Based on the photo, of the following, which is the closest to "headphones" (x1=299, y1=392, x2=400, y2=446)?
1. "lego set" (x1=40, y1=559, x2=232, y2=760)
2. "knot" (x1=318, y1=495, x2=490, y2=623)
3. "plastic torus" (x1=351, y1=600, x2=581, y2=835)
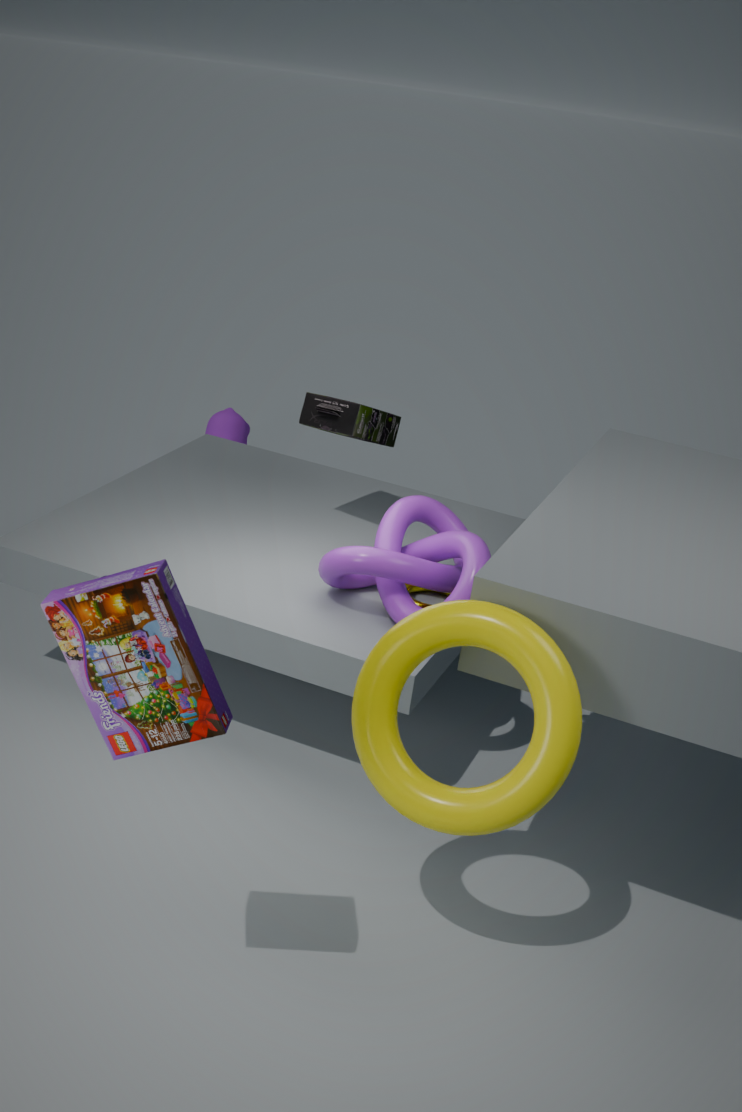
"knot" (x1=318, y1=495, x2=490, y2=623)
